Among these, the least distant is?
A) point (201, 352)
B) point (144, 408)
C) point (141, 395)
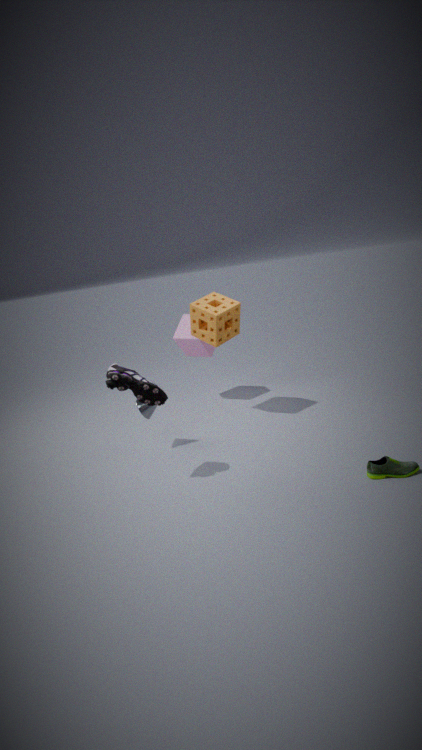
point (141, 395)
